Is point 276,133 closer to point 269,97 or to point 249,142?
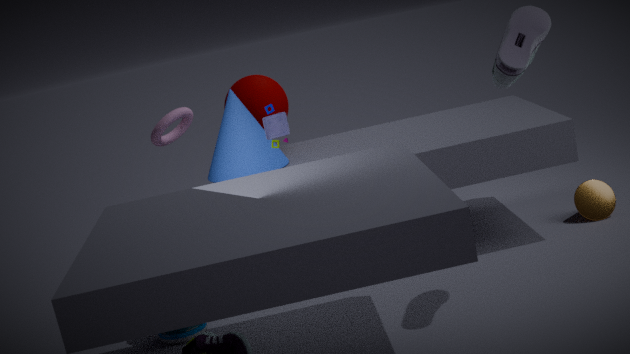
point 249,142
